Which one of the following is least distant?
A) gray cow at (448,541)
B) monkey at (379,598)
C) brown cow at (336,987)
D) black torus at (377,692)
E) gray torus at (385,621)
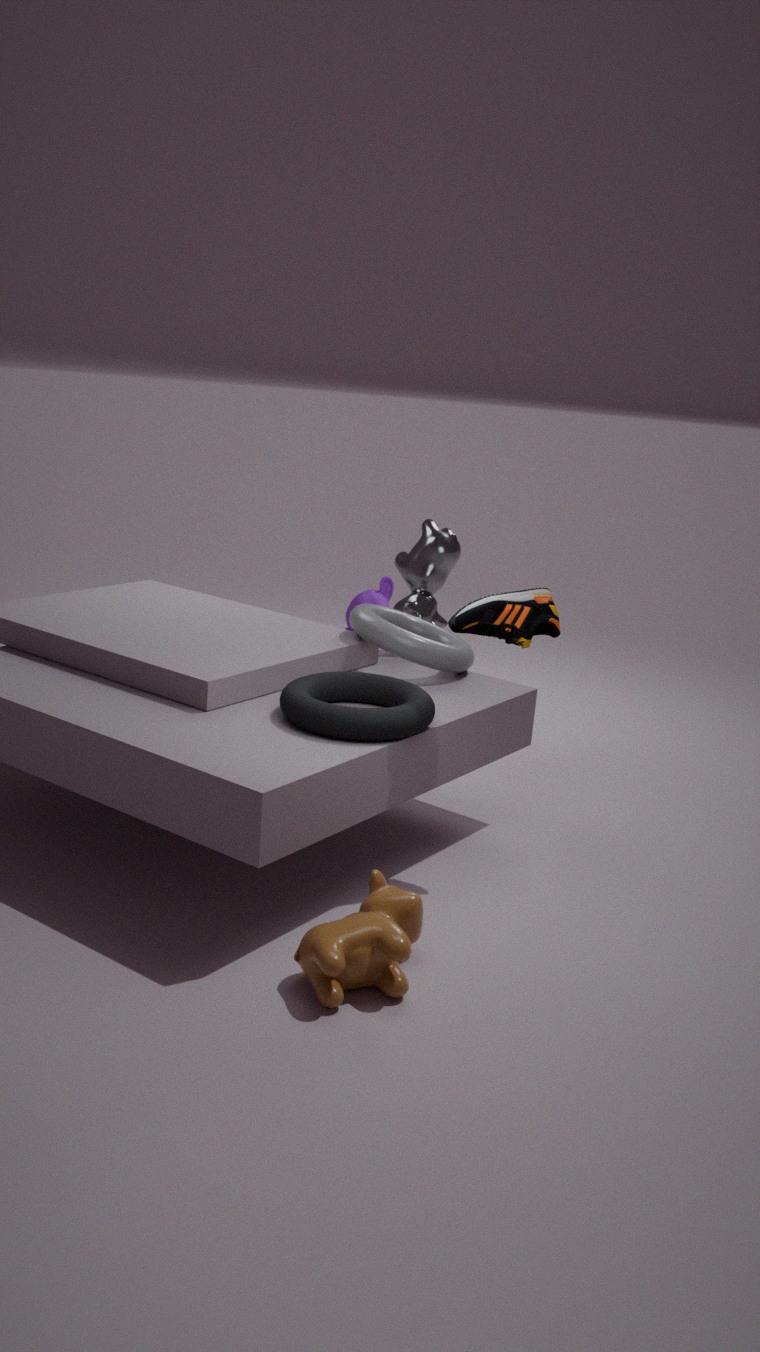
brown cow at (336,987)
